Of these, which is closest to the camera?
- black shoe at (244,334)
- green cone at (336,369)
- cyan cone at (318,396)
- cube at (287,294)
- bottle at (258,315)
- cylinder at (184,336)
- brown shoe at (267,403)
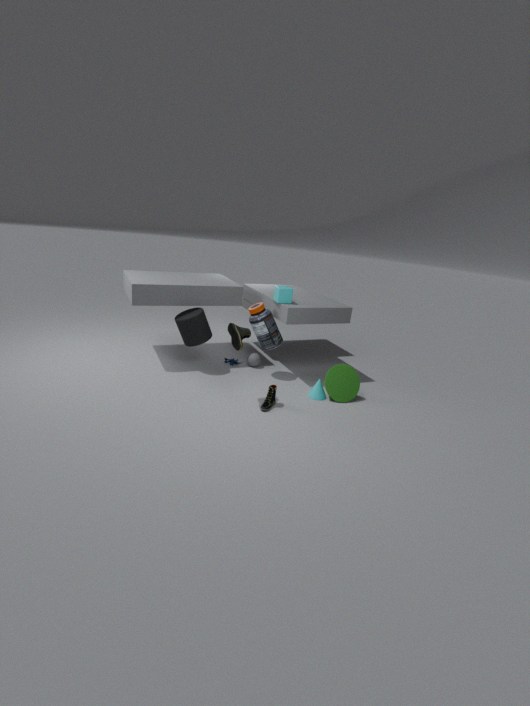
black shoe at (244,334)
